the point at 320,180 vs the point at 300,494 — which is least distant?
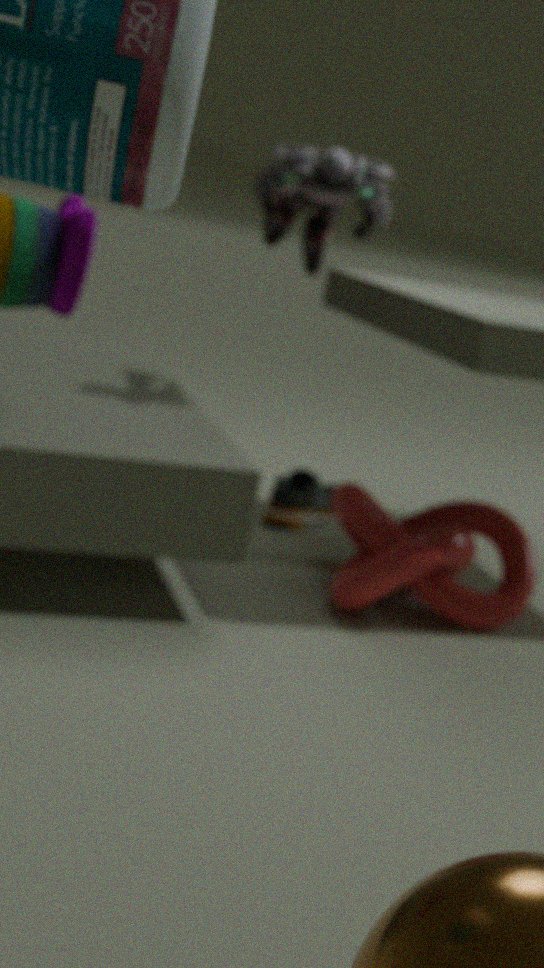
the point at 320,180
